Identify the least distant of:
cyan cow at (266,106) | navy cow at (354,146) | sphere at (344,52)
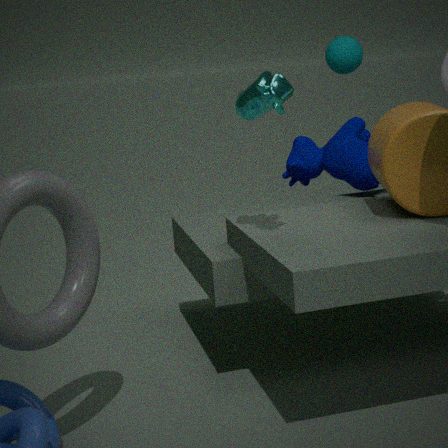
cyan cow at (266,106)
